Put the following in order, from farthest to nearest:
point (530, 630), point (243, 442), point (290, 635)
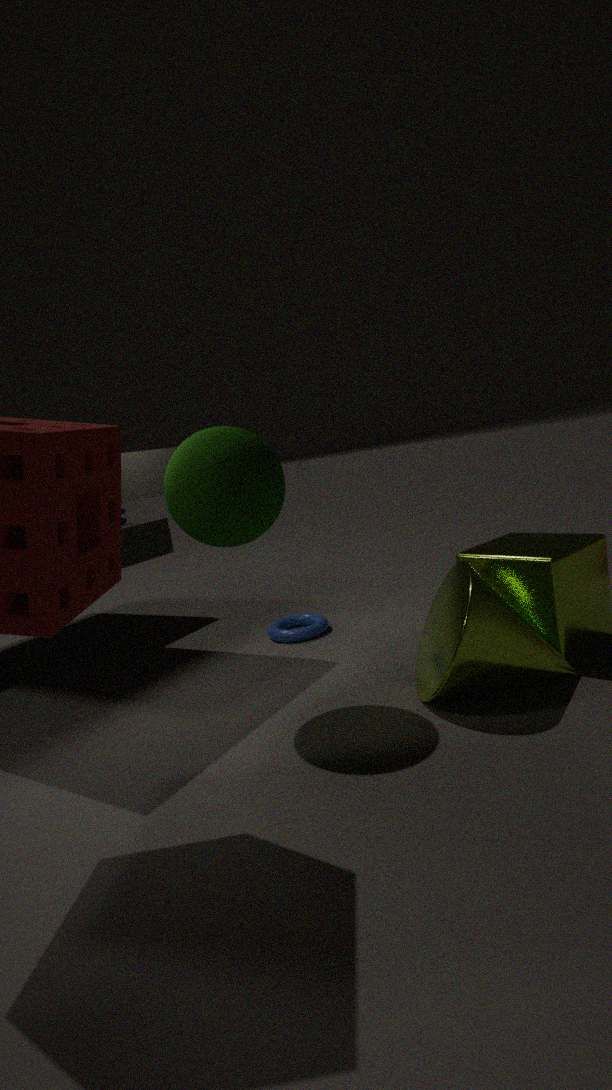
1. point (290, 635)
2. point (530, 630)
3. point (243, 442)
